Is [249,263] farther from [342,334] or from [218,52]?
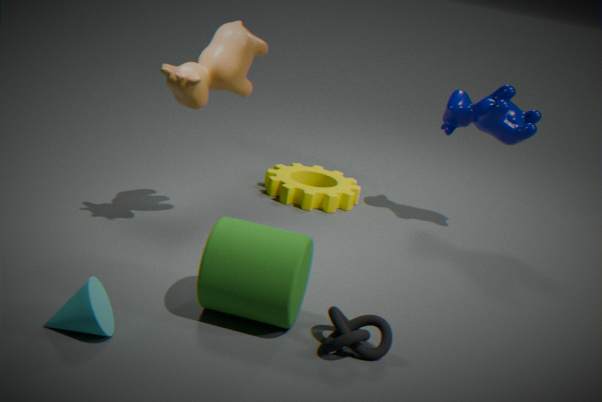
[218,52]
